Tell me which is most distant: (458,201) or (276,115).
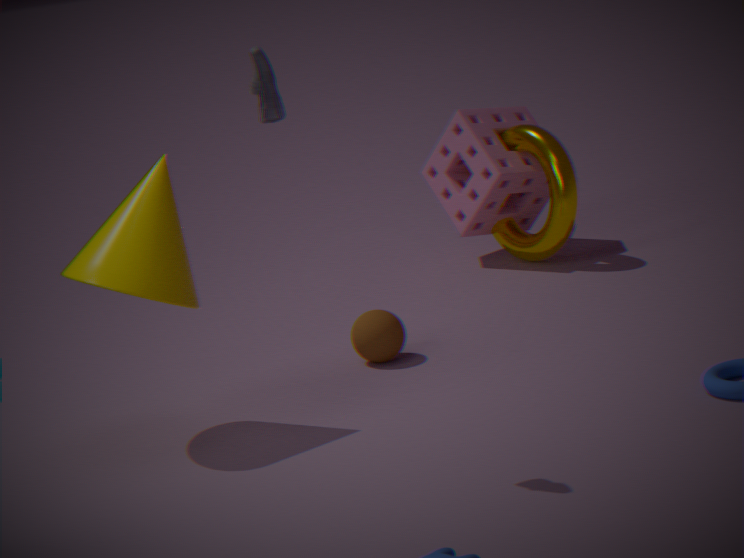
(458,201)
